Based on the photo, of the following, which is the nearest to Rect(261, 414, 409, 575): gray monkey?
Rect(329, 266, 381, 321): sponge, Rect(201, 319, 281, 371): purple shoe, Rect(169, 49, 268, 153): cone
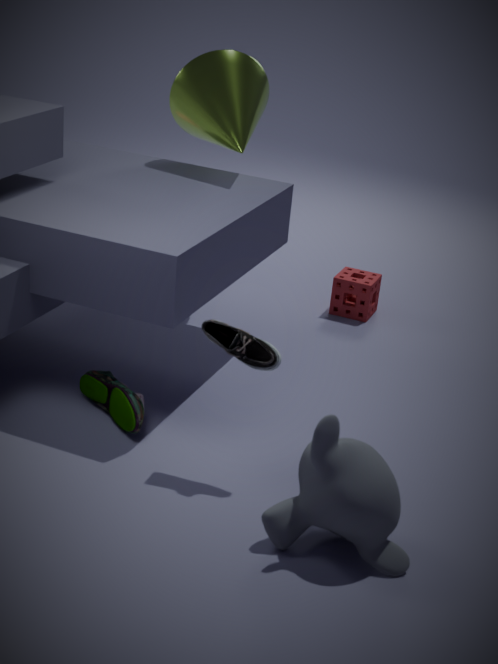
→ Rect(201, 319, 281, 371): purple shoe
